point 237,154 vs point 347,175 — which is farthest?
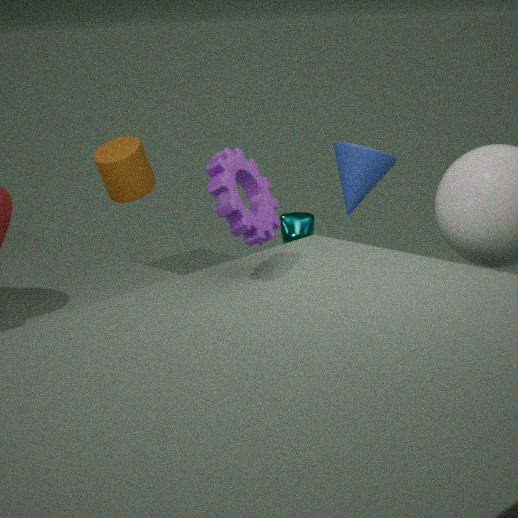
point 347,175
